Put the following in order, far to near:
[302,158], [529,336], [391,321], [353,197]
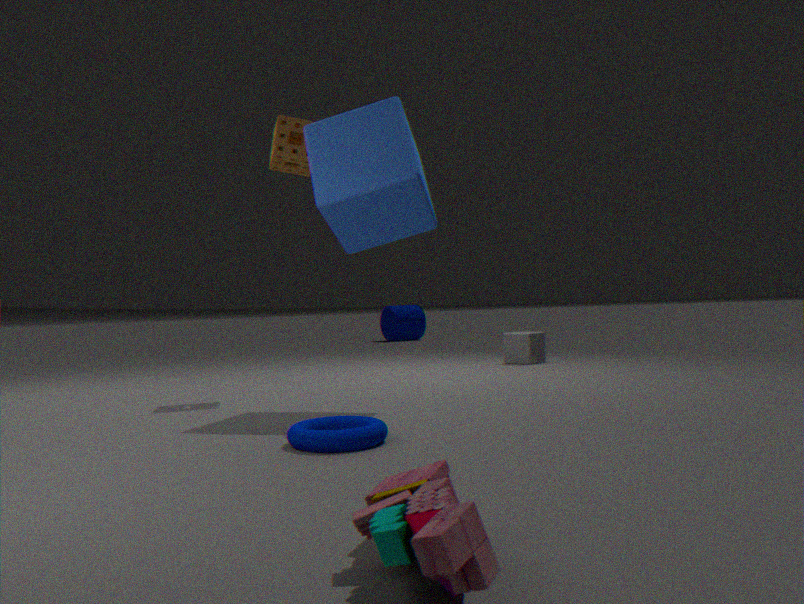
[391,321] < [529,336] < [302,158] < [353,197]
